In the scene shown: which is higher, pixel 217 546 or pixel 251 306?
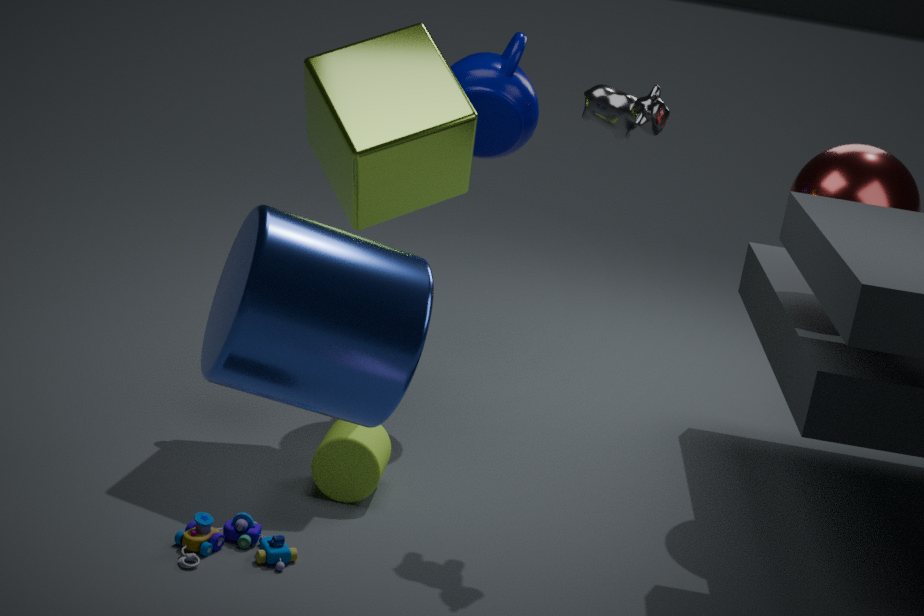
pixel 251 306
